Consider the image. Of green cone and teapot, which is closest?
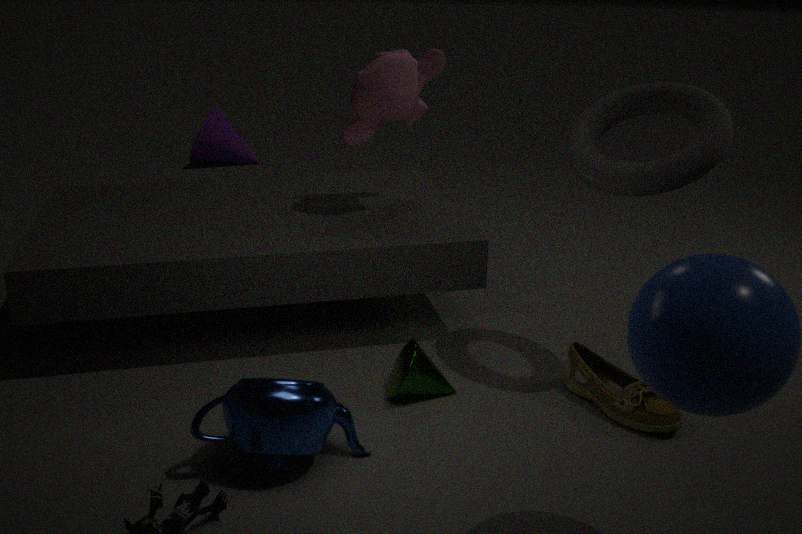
teapot
